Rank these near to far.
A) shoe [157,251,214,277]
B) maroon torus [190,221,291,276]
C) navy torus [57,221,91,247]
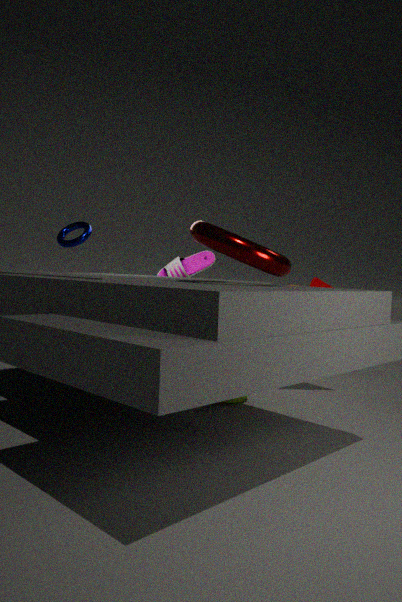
maroon torus [190,221,291,276] < navy torus [57,221,91,247] < shoe [157,251,214,277]
